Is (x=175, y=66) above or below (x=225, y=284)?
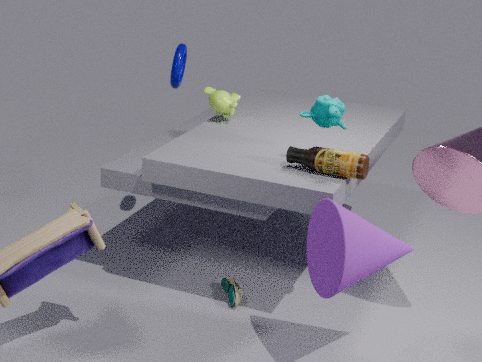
above
